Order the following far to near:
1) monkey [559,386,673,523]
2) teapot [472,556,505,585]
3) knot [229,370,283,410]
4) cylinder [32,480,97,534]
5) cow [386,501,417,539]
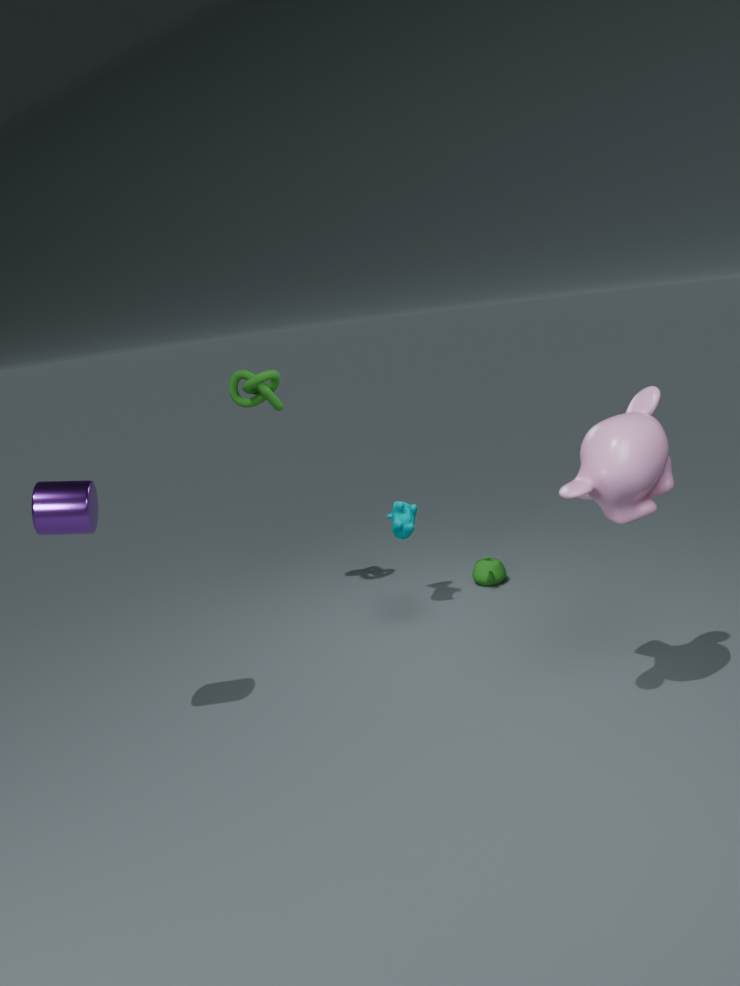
1. 2
2. 5
3. 3
4. 4
5. 1
